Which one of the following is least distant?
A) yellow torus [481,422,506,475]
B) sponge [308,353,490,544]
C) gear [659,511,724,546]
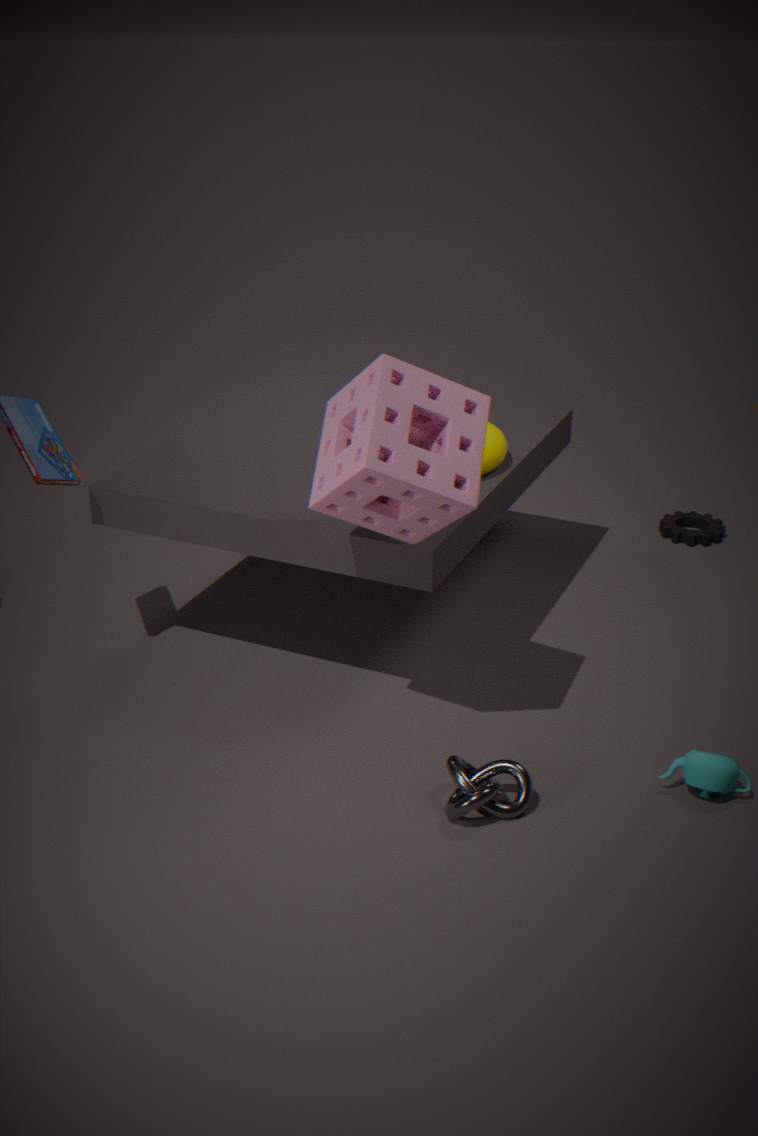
sponge [308,353,490,544]
